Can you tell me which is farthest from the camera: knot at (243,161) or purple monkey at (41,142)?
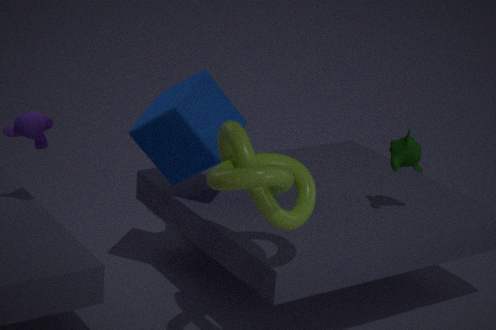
purple monkey at (41,142)
